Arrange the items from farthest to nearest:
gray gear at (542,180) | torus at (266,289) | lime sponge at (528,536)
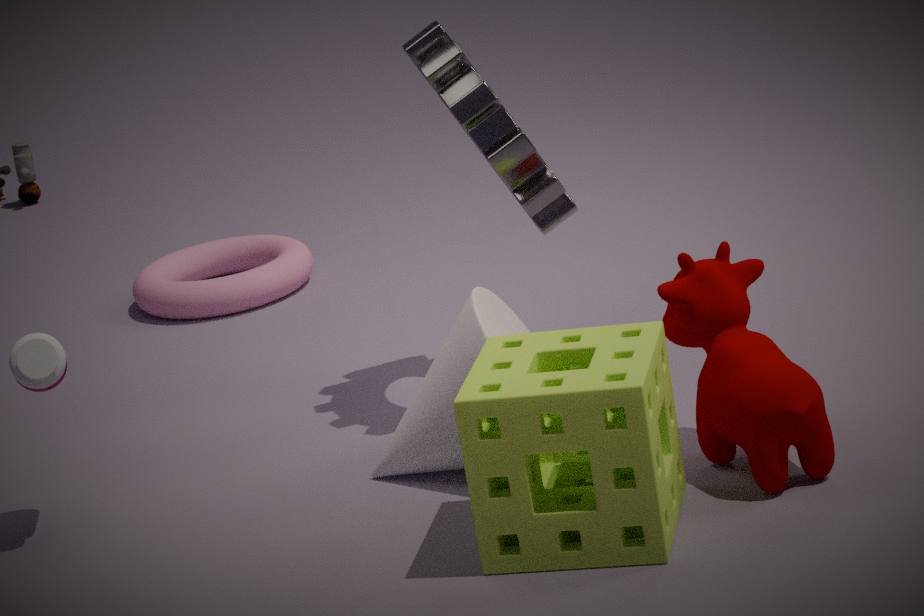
torus at (266,289)
gray gear at (542,180)
lime sponge at (528,536)
